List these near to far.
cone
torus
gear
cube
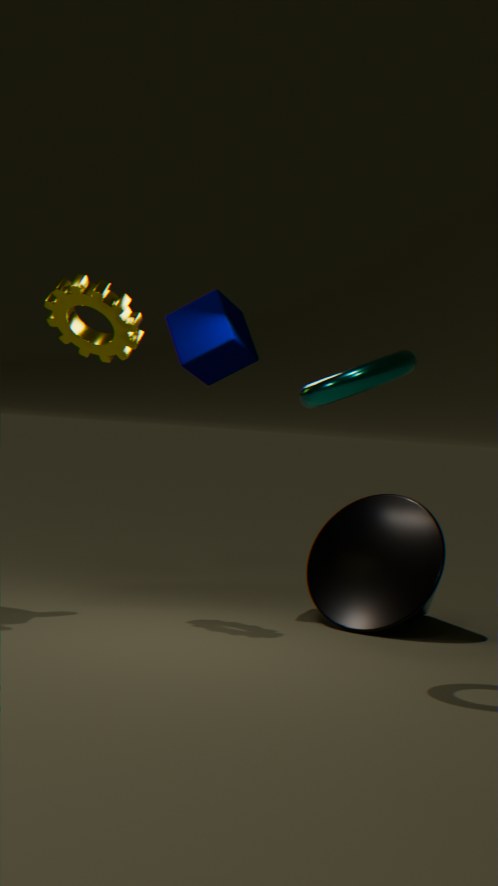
torus
gear
cone
cube
